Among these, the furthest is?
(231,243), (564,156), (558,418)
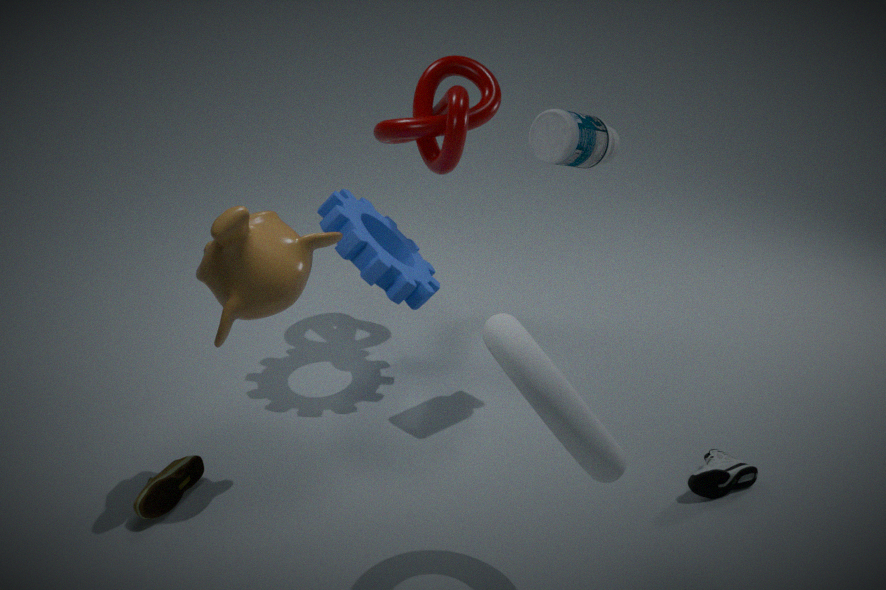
(564,156)
